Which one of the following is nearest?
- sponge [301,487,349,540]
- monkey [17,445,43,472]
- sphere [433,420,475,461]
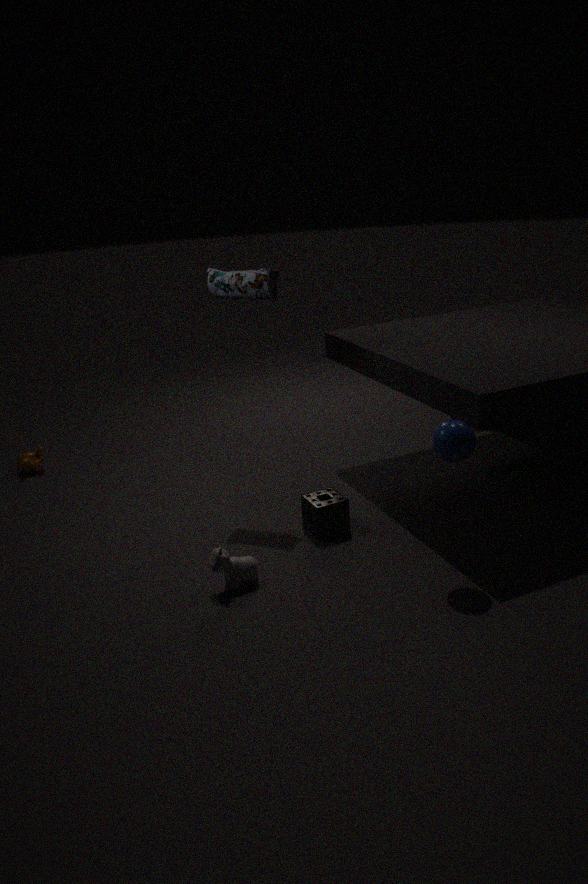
sphere [433,420,475,461]
